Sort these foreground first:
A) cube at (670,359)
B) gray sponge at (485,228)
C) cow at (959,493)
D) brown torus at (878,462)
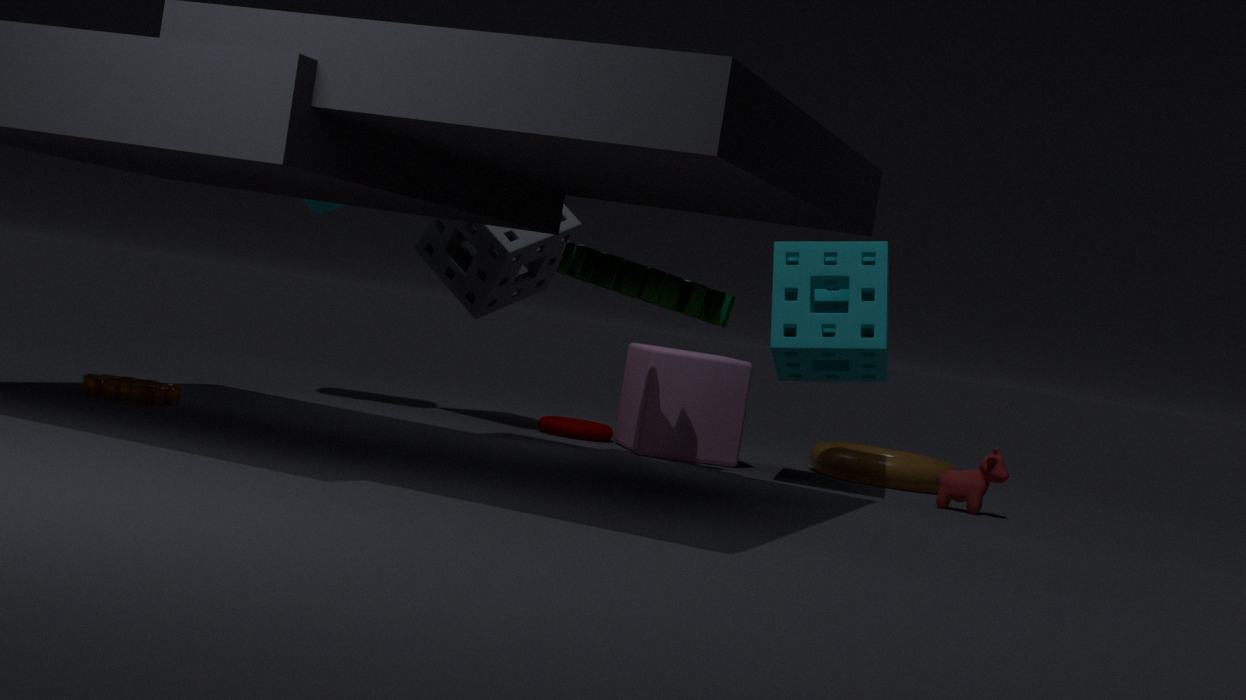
cow at (959,493) < cube at (670,359) < gray sponge at (485,228) < brown torus at (878,462)
